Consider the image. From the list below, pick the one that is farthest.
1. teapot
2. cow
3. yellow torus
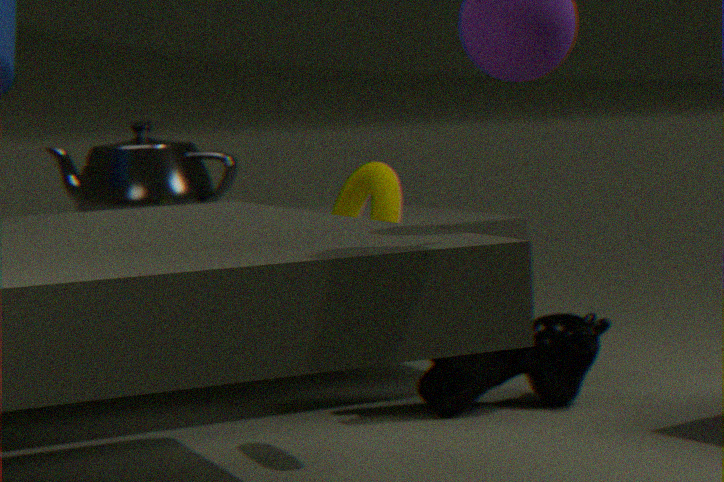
teapot
